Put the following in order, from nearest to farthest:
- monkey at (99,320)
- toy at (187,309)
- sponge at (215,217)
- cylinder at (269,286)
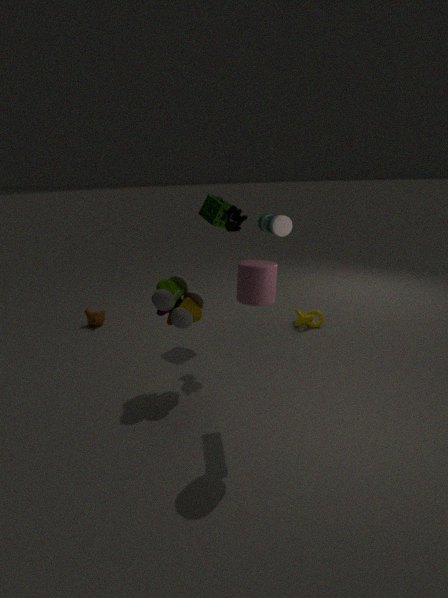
cylinder at (269,286)
toy at (187,309)
sponge at (215,217)
monkey at (99,320)
